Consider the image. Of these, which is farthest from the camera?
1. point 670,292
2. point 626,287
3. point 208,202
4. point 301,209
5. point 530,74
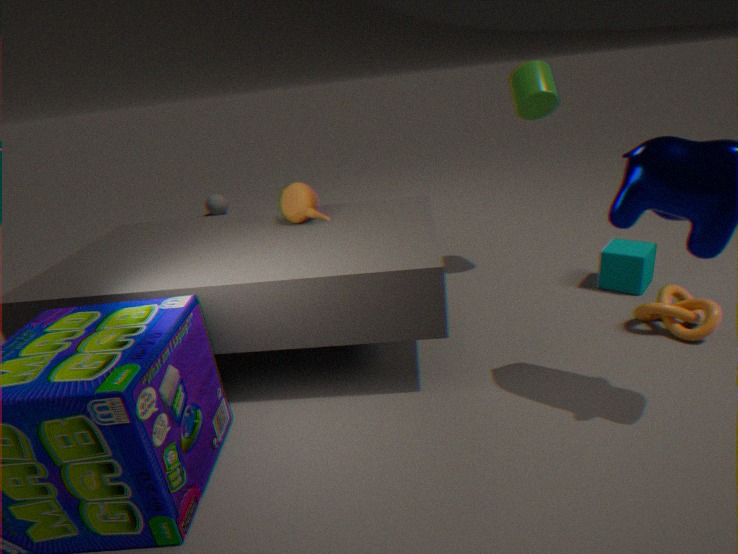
point 208,202
